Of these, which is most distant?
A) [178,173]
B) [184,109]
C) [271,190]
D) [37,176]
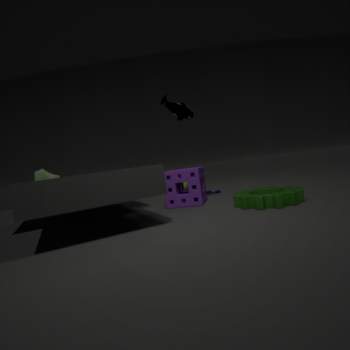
[37,176]
